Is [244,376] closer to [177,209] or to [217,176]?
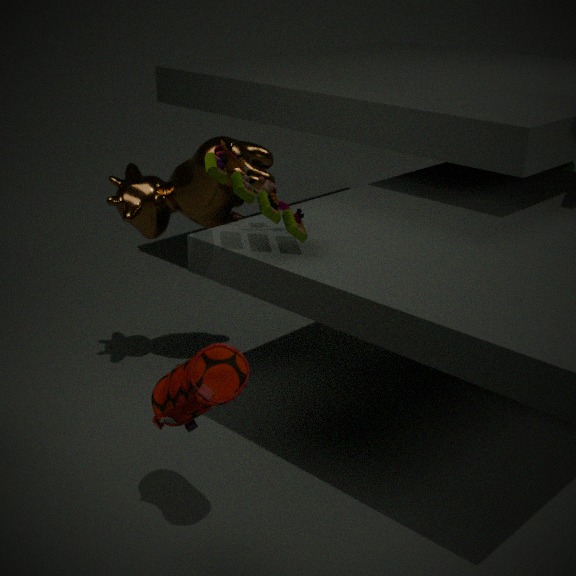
[217,176]
